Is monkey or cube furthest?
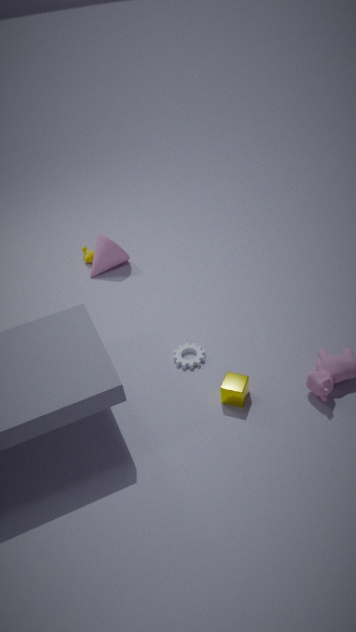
monkey
